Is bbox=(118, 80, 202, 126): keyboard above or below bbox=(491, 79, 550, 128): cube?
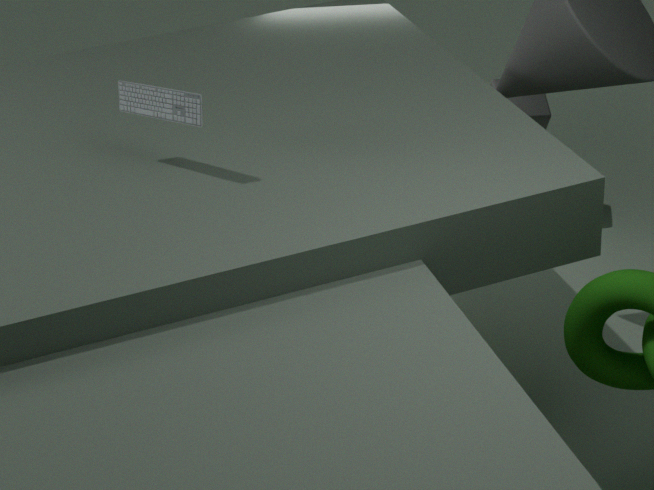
above
